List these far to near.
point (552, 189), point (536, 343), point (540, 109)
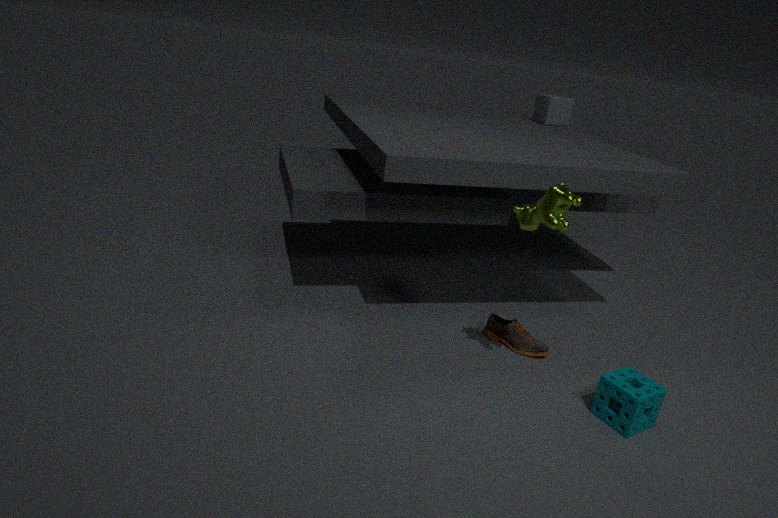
point (540, 109), point (536, 343), point (552, 189)
